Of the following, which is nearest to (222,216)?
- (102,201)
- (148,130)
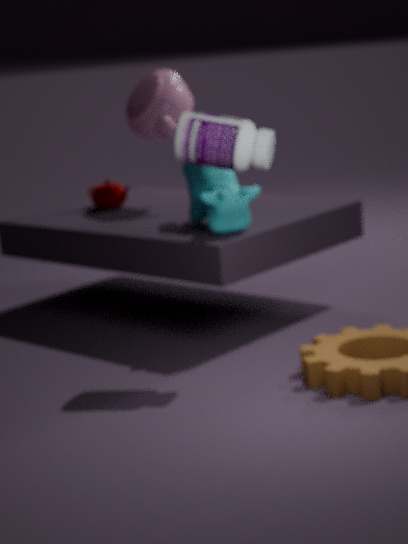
(148,130)
